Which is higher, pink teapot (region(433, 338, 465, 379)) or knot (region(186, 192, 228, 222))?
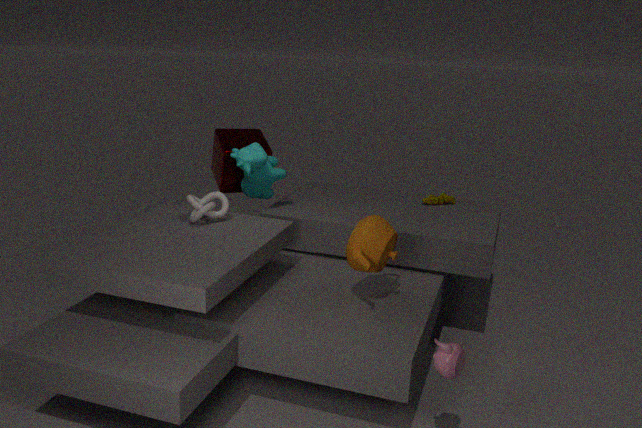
knot (region(186, 192, 228, 222))
